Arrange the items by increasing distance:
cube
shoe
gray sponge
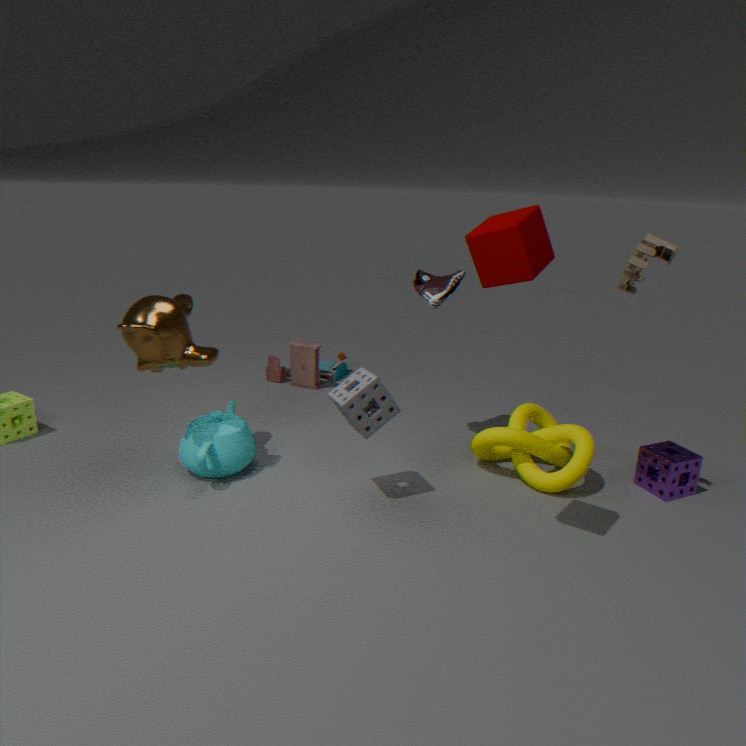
cube, gray sponge, shoe
